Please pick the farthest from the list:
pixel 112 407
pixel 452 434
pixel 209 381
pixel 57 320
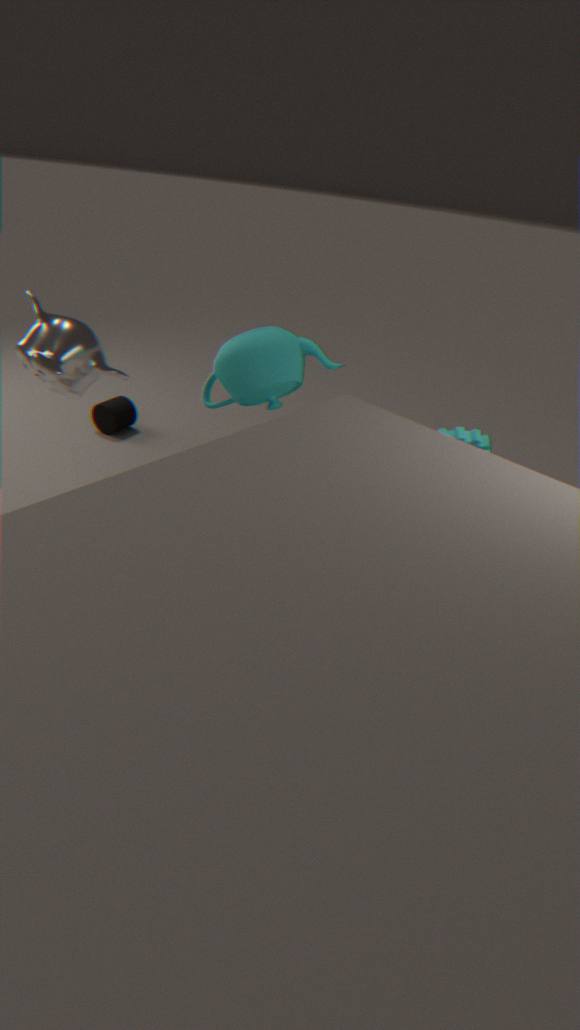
pixel 112 407
